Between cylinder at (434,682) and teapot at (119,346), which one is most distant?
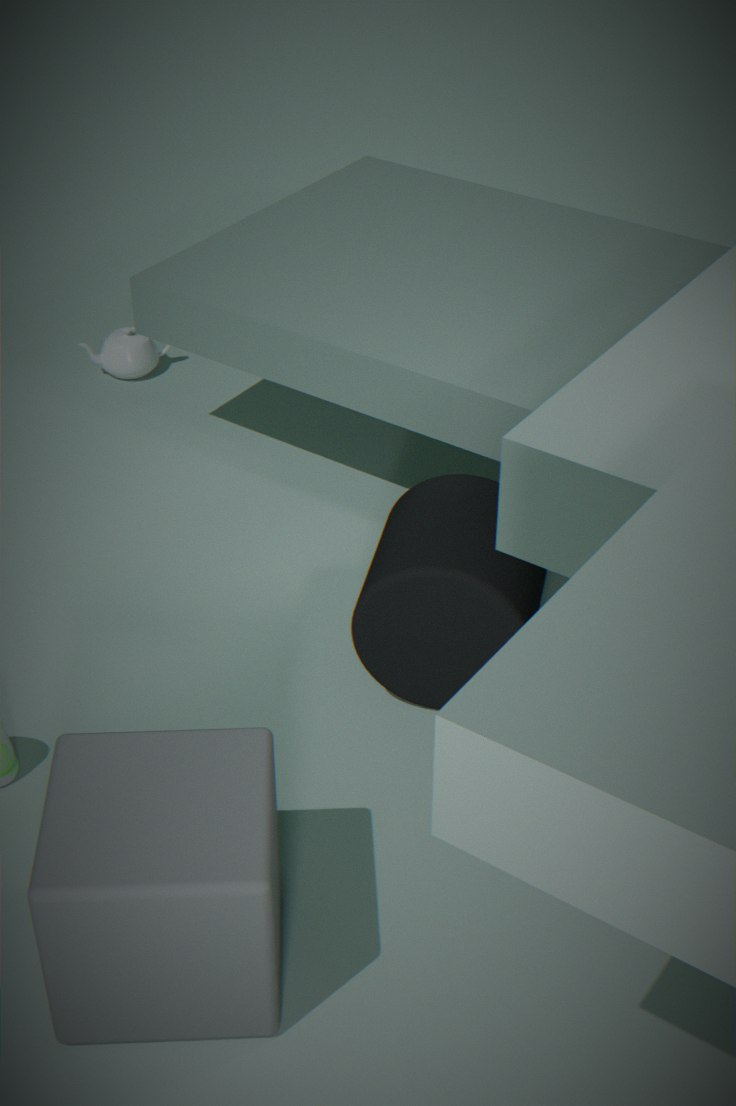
teapot at (119,346)
